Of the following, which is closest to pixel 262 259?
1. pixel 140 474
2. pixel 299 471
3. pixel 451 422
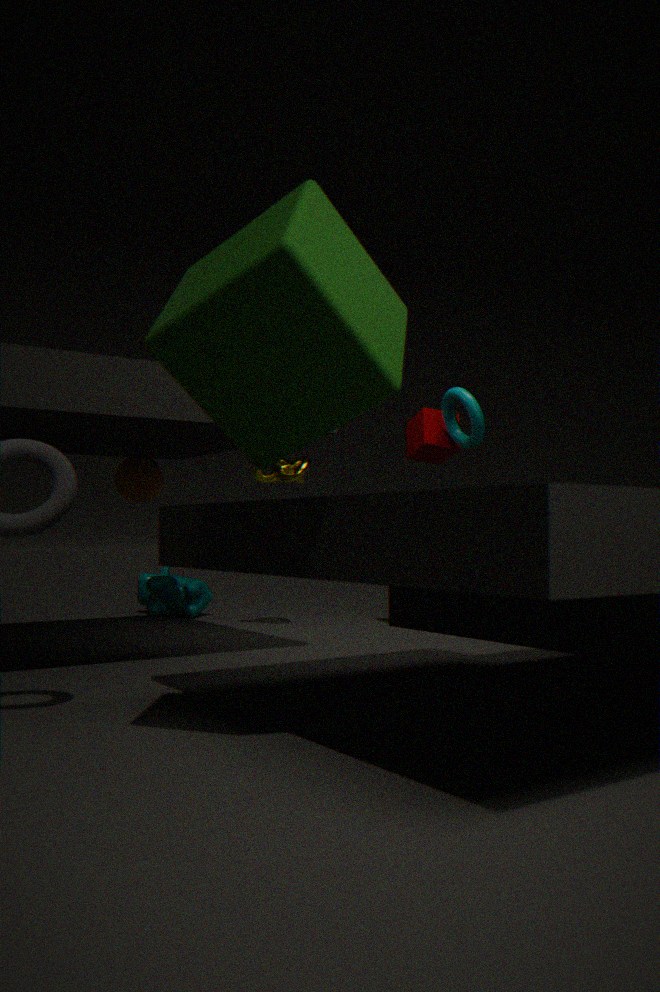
pixel 140 474
